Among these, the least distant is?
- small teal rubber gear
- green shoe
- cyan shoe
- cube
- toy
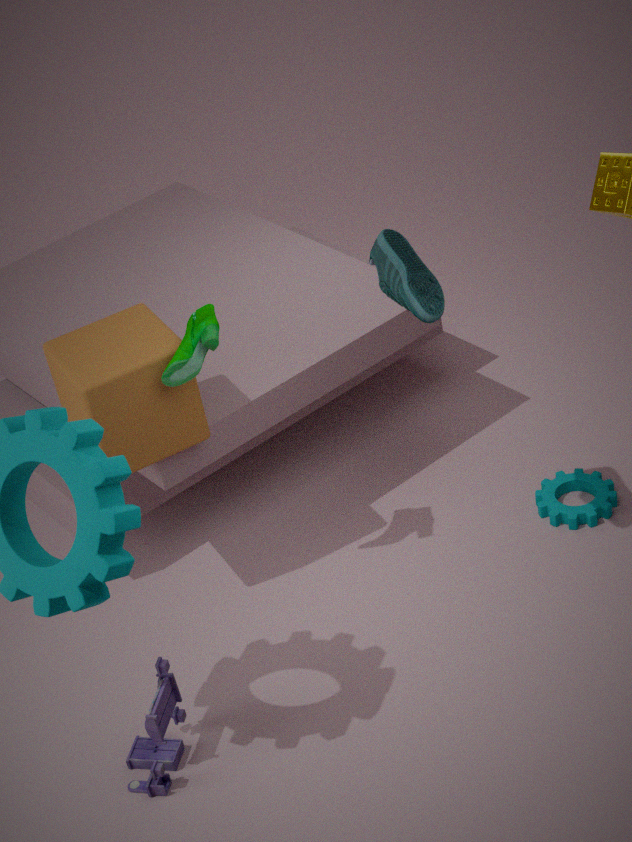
cyan shoe
